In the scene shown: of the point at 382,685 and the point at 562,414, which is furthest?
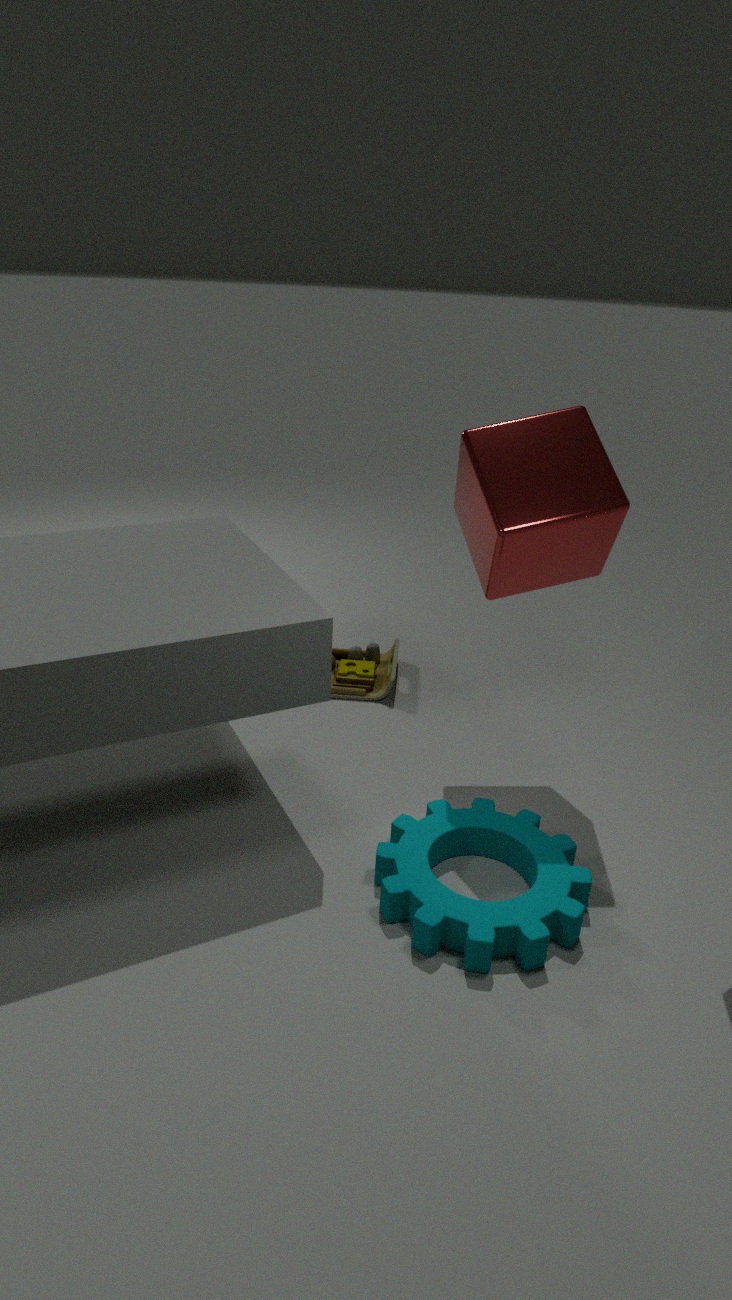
the point at 382,685
